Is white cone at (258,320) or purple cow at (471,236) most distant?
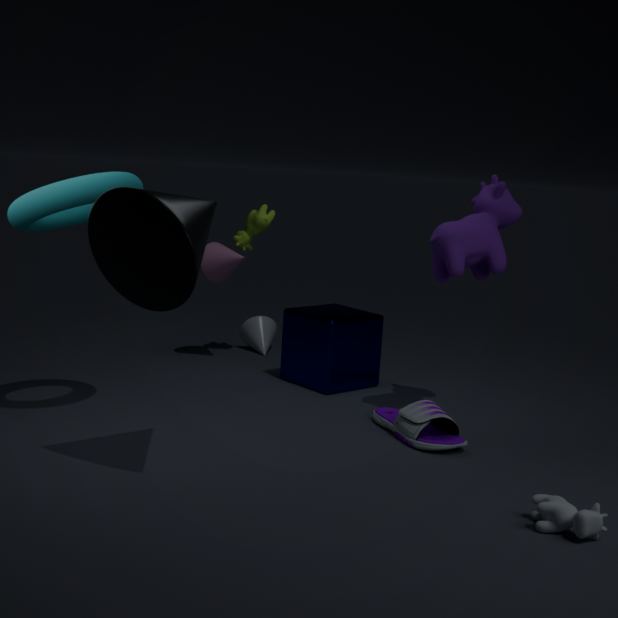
white cone at (258,320)
